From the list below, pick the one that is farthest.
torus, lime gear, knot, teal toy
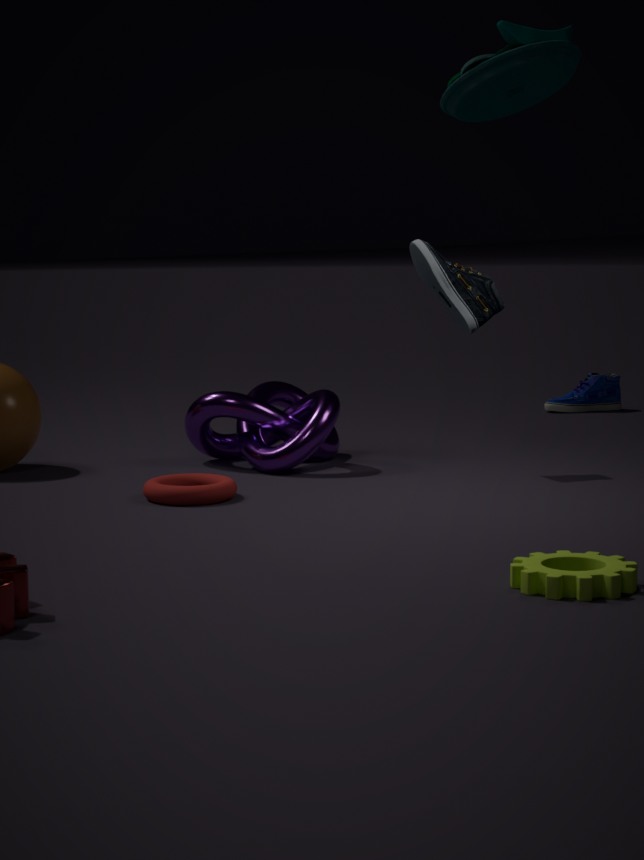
knot
